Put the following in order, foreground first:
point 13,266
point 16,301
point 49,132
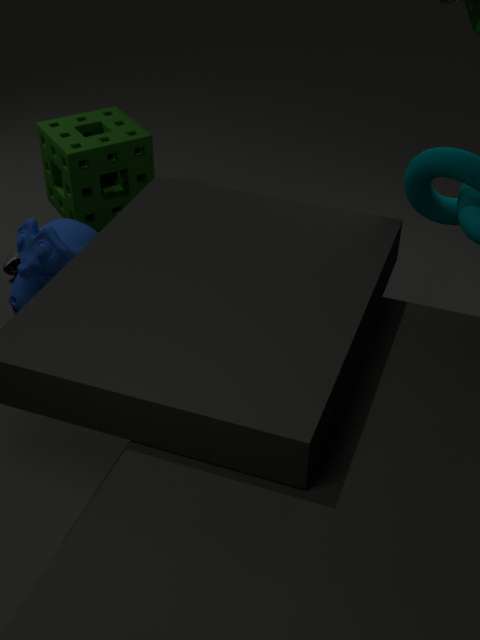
point 16,301 < point 13,266 < point 49,132
